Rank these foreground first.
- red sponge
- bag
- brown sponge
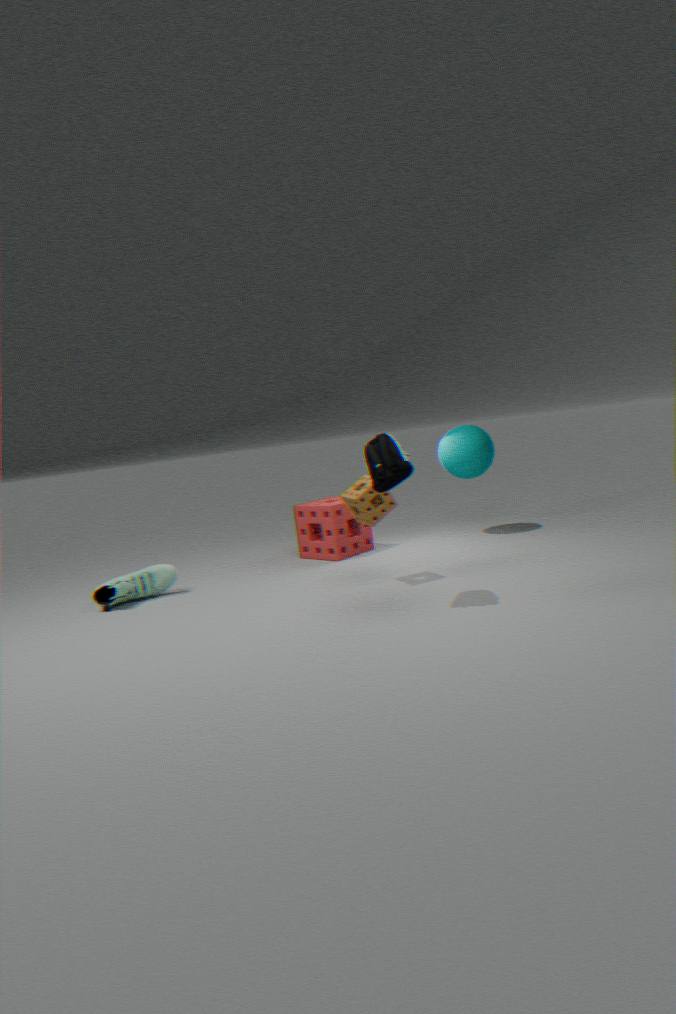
bag < brown sponge < red sponge
